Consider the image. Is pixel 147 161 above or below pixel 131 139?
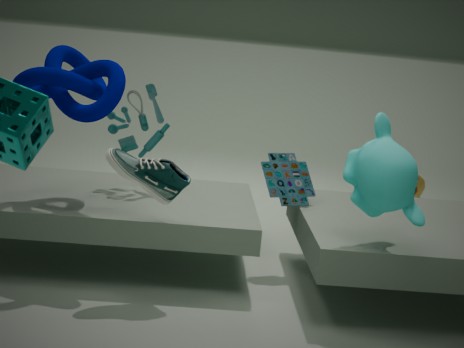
below
